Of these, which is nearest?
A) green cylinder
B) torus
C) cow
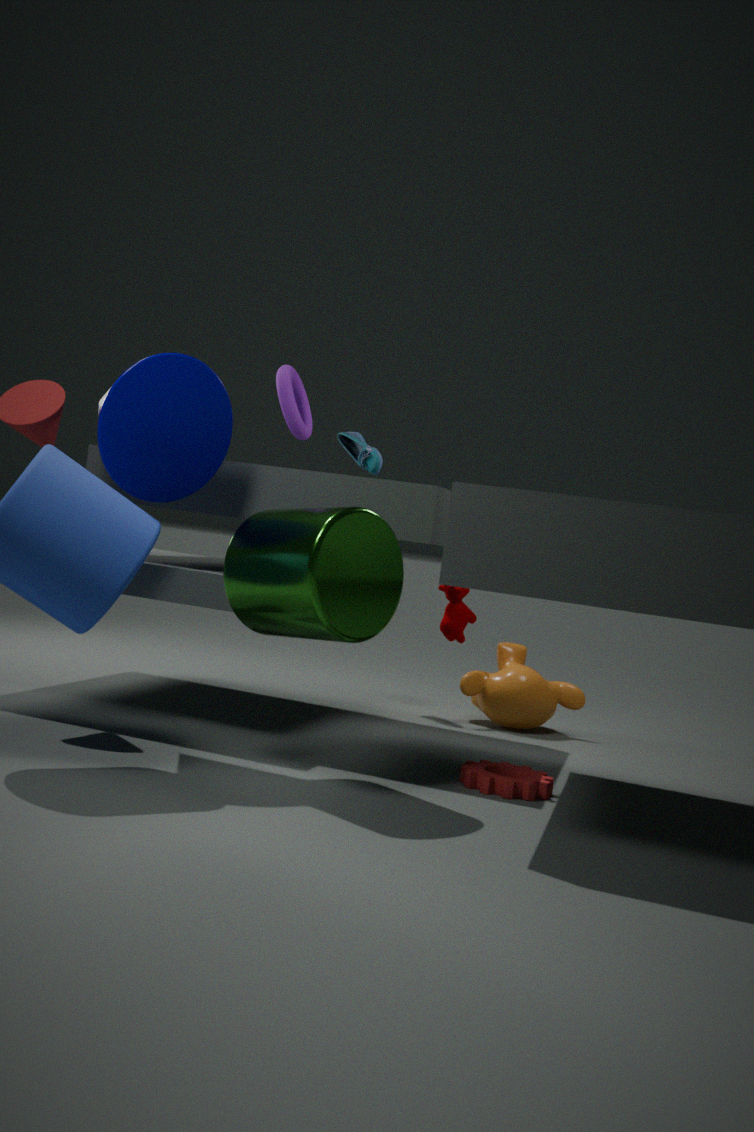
green cylinder
